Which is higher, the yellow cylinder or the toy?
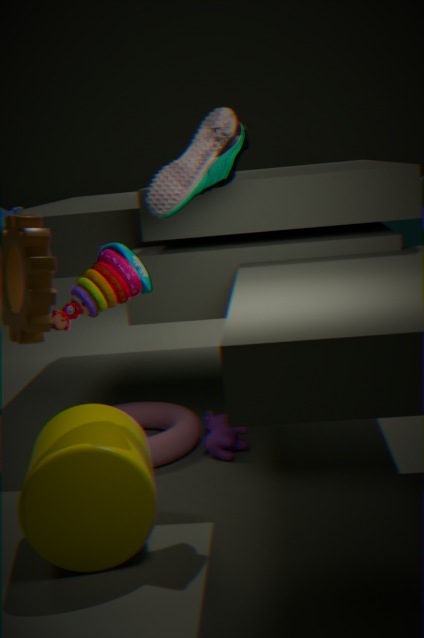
the toy
